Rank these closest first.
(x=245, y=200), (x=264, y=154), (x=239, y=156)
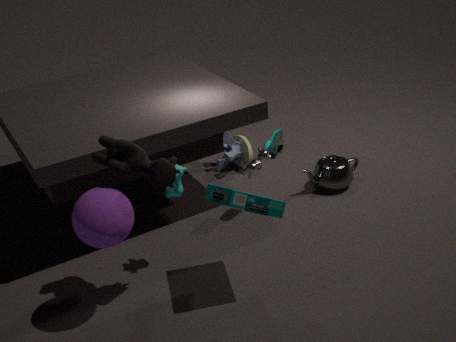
1. (x=245, y=200)
2. (x=264, y=154)
3. (x=239, y=156)
